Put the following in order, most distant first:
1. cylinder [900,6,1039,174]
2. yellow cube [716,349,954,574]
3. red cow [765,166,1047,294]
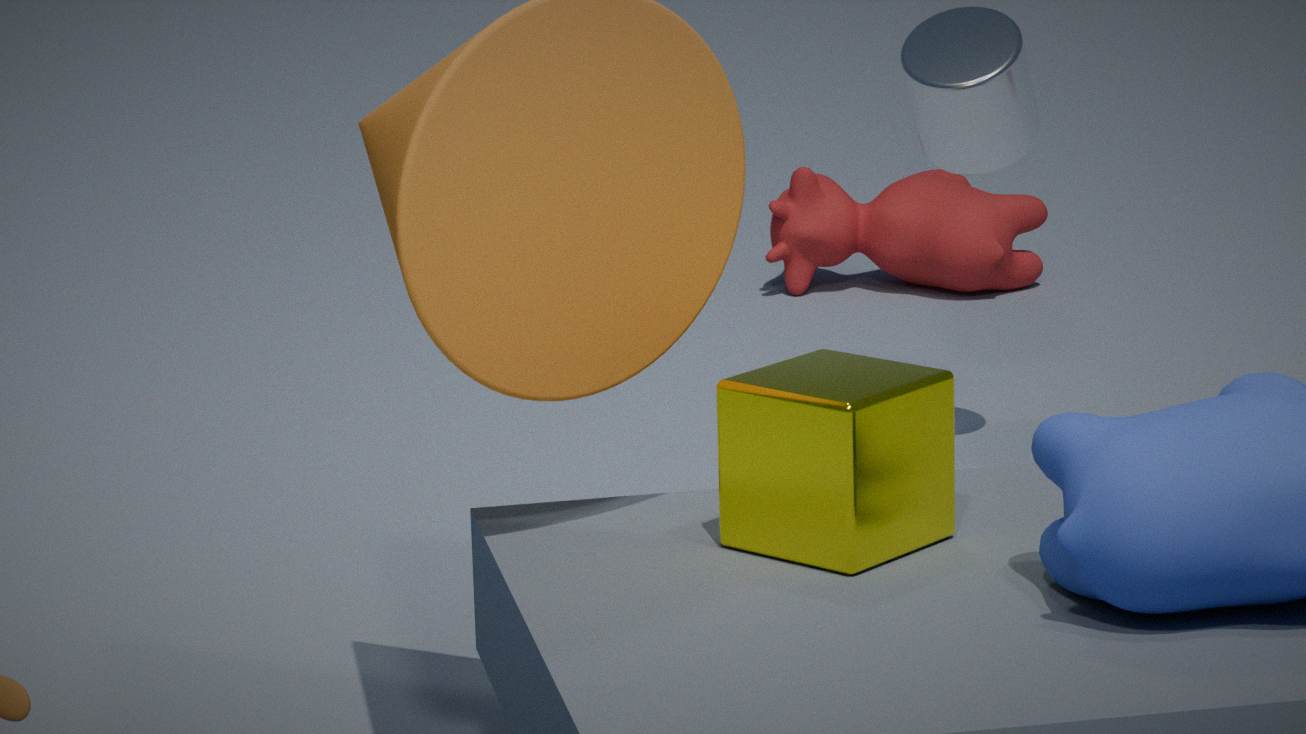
red cow [765,166,1047,294]
cylinder [900,6,1039,174]
yellow cube [716,349,954,574]
